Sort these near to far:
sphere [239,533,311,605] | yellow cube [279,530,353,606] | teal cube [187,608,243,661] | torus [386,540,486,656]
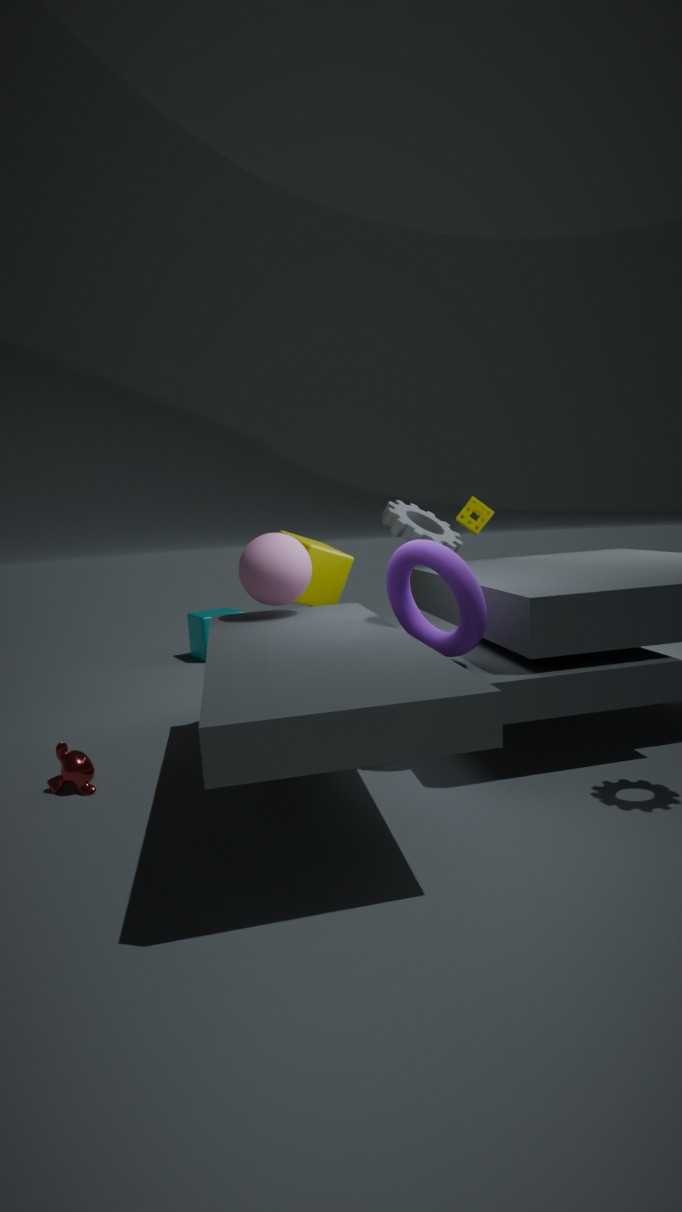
1. torus [386,540,486,656]
2. sphere [239,533,311,605]
3. yellow cube [279,530,353,606]
4. teal cube [187,608,243,661]
